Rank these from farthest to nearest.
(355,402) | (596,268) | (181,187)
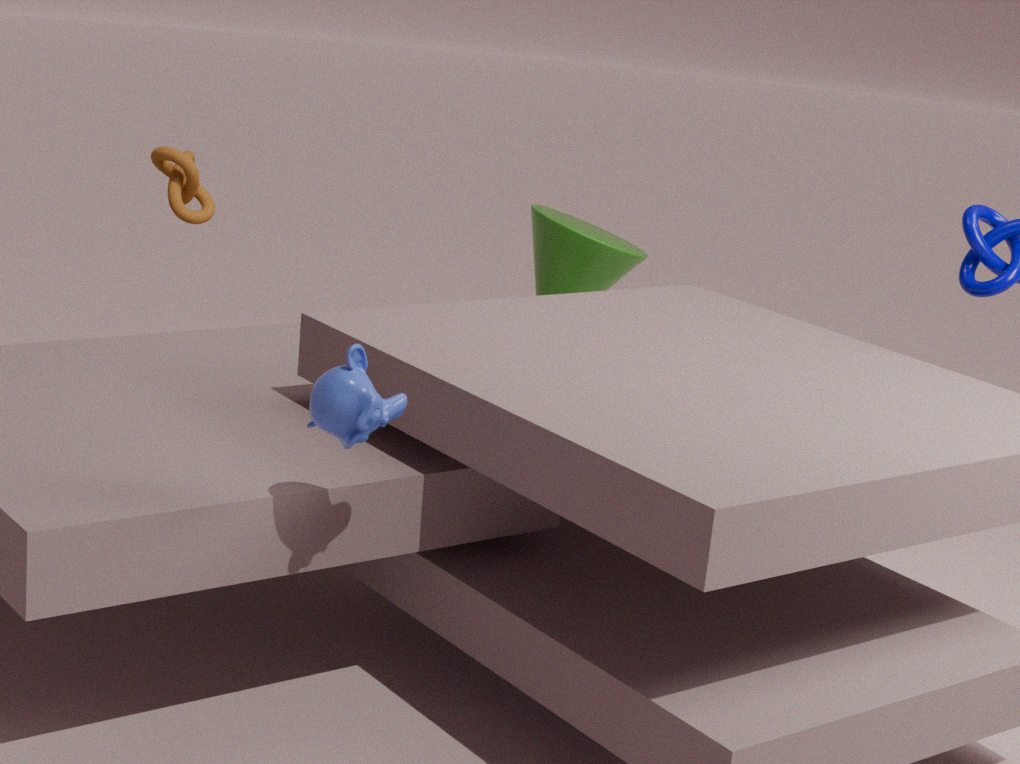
(596,268) < (181,187) < (355,402)
